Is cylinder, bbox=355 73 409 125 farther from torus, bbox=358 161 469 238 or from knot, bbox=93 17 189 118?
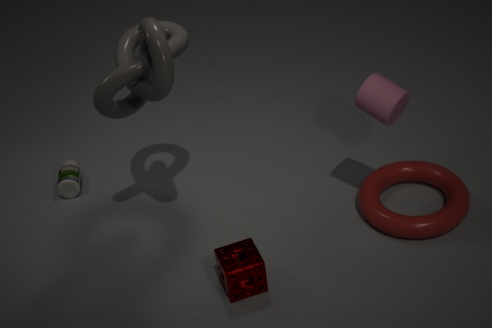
knot, bbox=93 17 189 118
